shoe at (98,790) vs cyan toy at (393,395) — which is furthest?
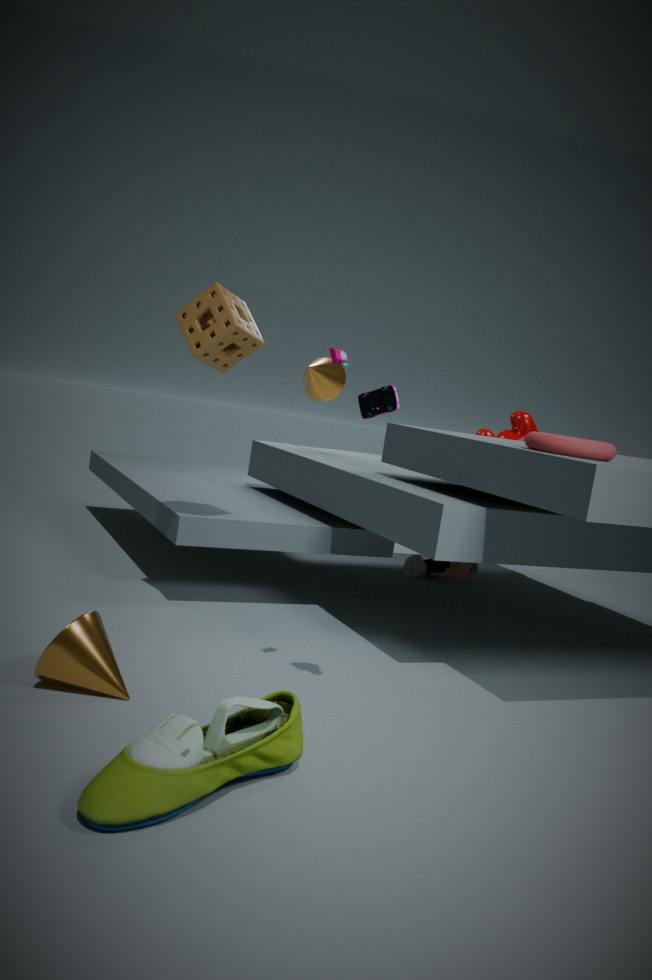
cyan toy at (393,395)
